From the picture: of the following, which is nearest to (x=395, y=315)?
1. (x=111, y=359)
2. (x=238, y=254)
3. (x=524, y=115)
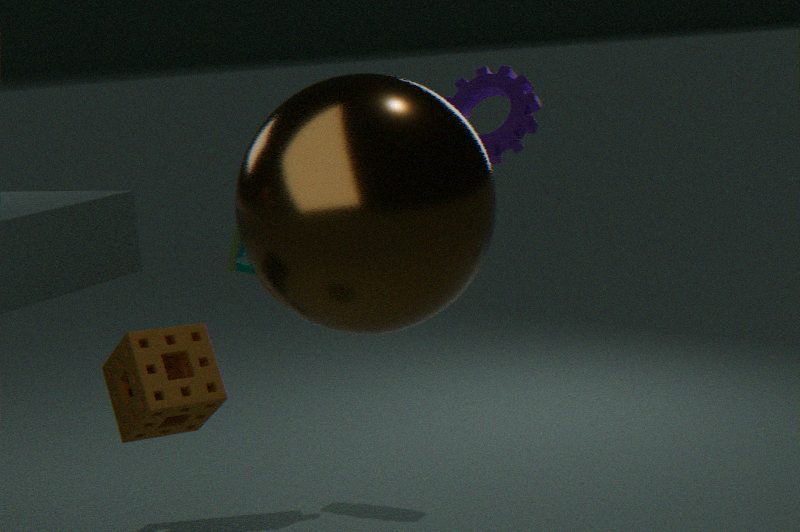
(x=111, y=359)
